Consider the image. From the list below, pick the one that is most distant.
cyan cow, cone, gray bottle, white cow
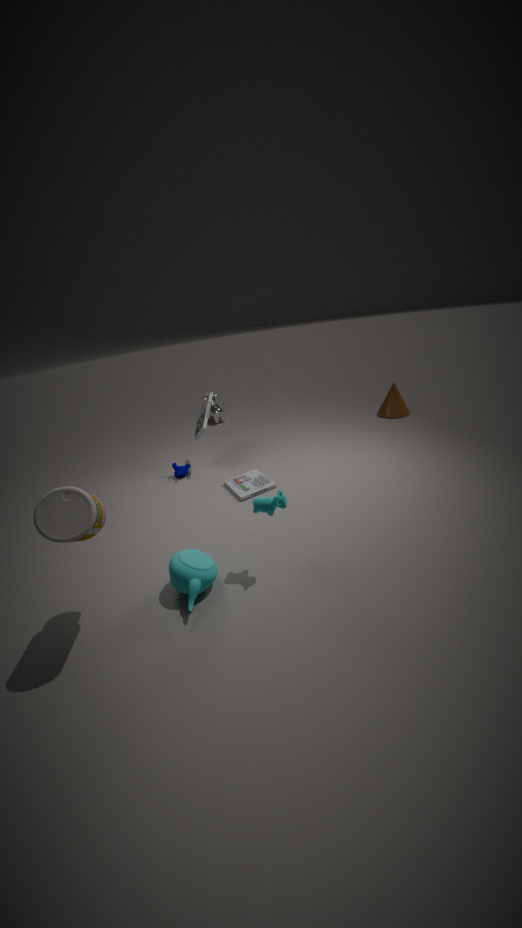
white cow
